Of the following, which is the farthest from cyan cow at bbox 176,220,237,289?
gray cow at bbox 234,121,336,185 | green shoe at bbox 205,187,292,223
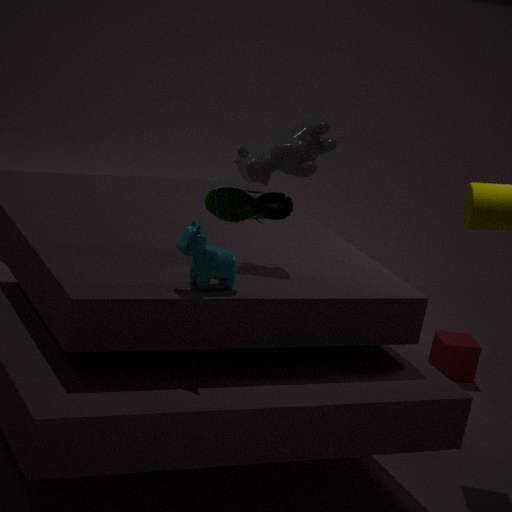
gray cow at bbox 234,121,336,185
